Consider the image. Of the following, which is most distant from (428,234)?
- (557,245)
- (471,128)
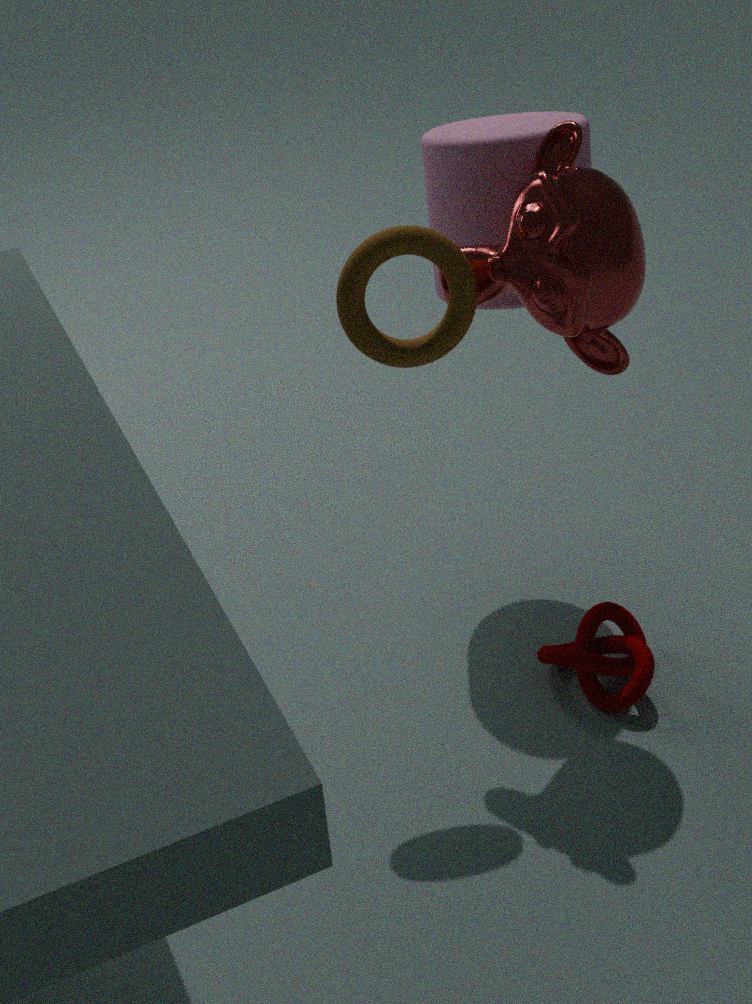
(471,128)
